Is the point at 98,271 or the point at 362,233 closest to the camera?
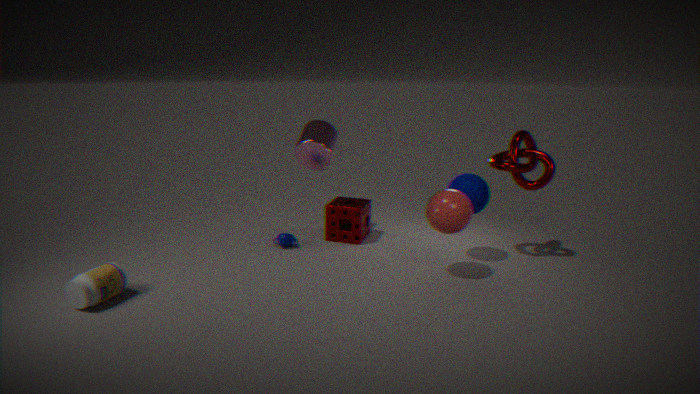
the point at 98,271
